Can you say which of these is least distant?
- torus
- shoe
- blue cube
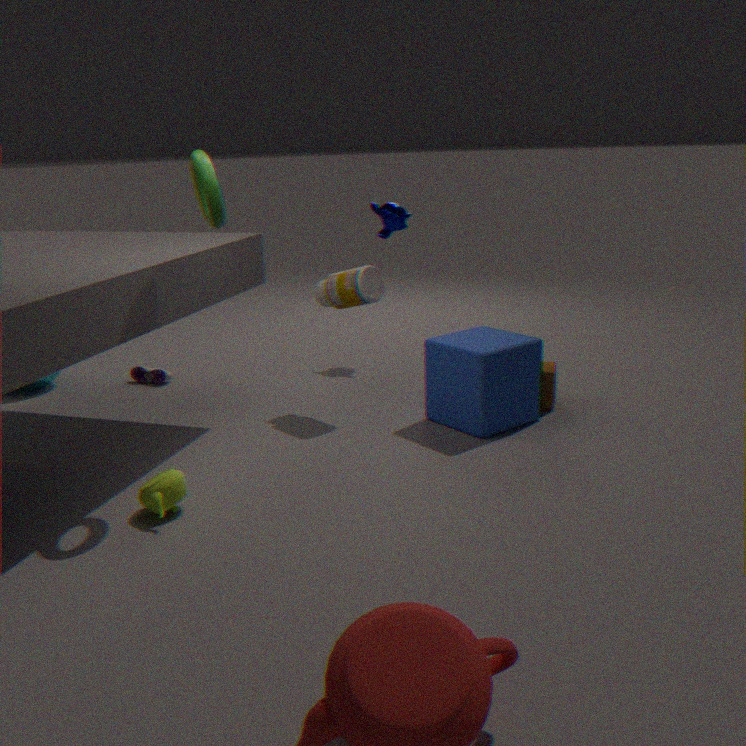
torus
